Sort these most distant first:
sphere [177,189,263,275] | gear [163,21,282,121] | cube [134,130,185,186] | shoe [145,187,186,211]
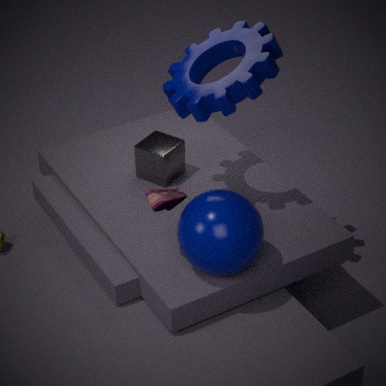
cube [134,130,185,186], gear [163,21,282,121], shoe [145,187,186,211], sphere [177,189,263,275]
